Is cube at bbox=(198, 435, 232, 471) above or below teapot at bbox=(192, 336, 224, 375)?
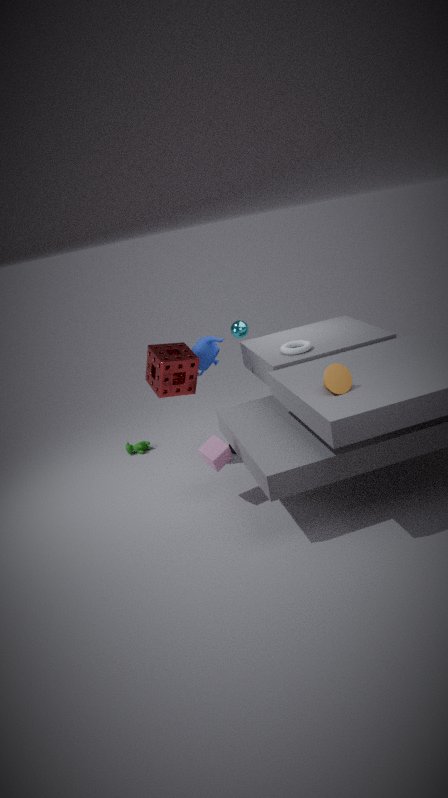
below
